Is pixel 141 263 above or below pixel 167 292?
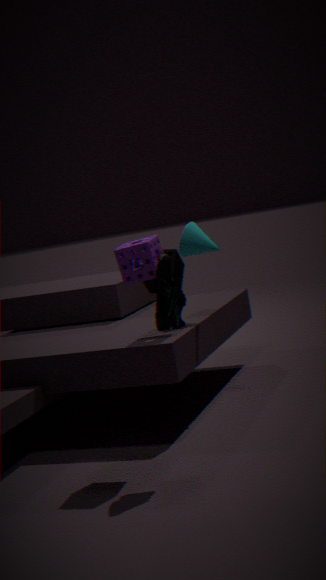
above
